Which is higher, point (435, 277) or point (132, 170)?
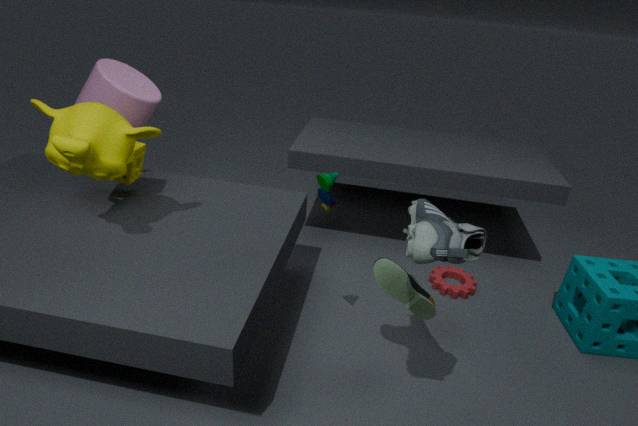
point (132, 170)
